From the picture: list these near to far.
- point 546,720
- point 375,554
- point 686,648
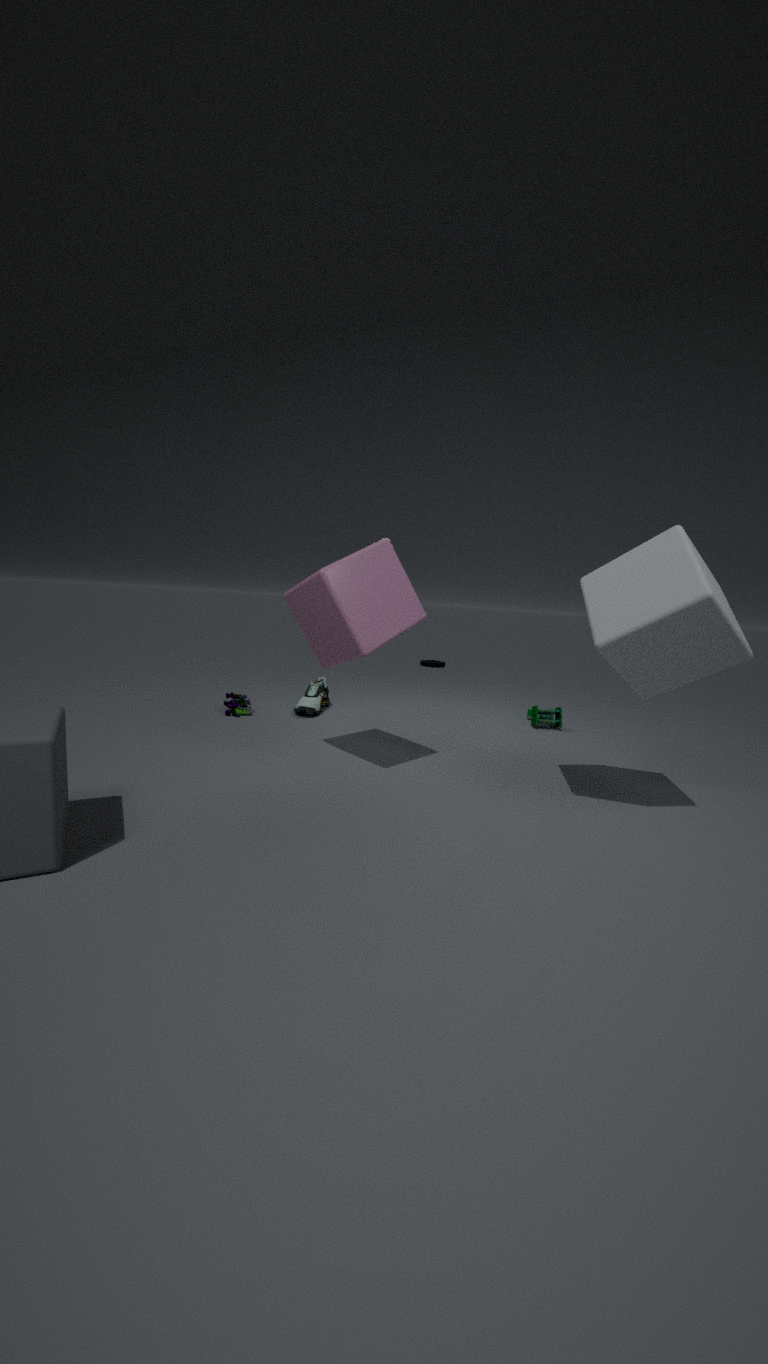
point 686,648 < point 375,554 < point 546,720
